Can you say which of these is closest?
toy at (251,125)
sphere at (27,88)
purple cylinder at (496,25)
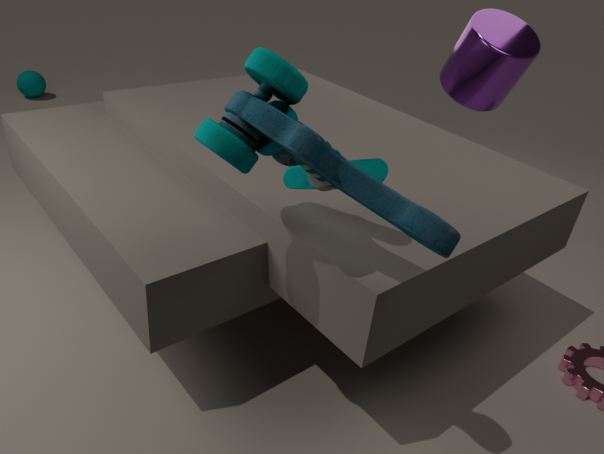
toy at (251,125)
